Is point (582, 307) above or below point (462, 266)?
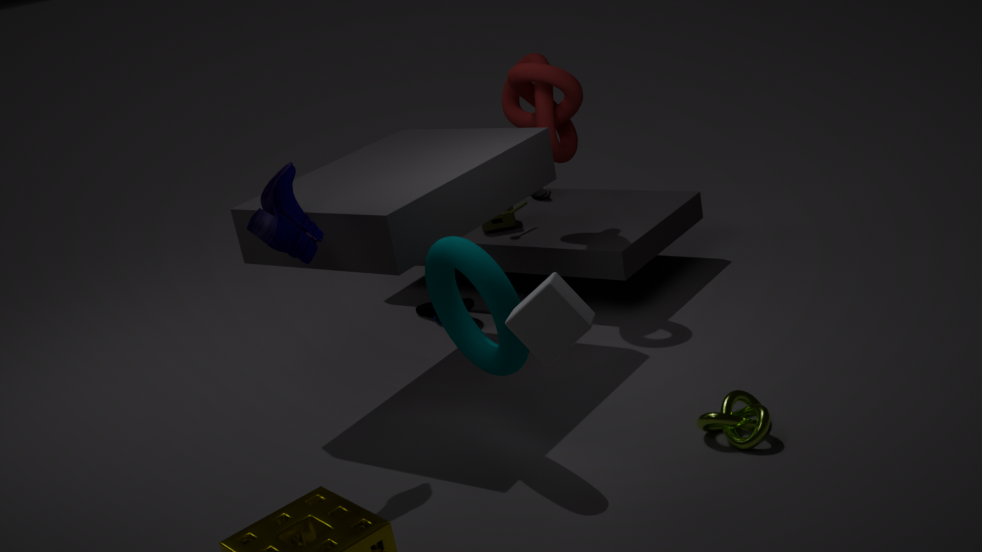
above
